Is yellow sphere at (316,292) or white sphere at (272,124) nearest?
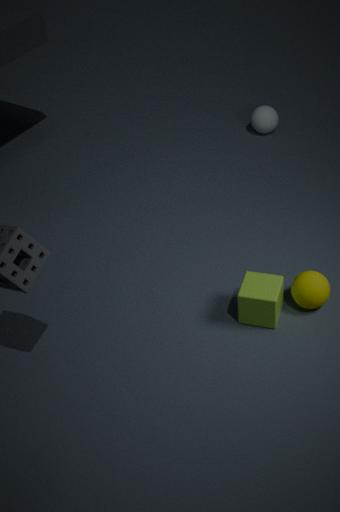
yellow sphere at (316,292)
